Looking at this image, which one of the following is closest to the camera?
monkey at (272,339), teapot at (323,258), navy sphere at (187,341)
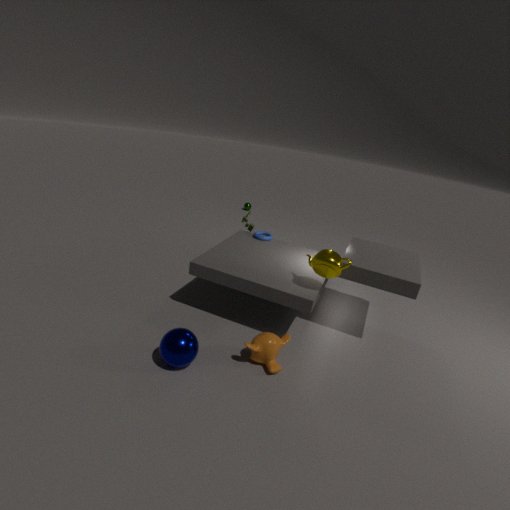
navy sphere at (187,341)
